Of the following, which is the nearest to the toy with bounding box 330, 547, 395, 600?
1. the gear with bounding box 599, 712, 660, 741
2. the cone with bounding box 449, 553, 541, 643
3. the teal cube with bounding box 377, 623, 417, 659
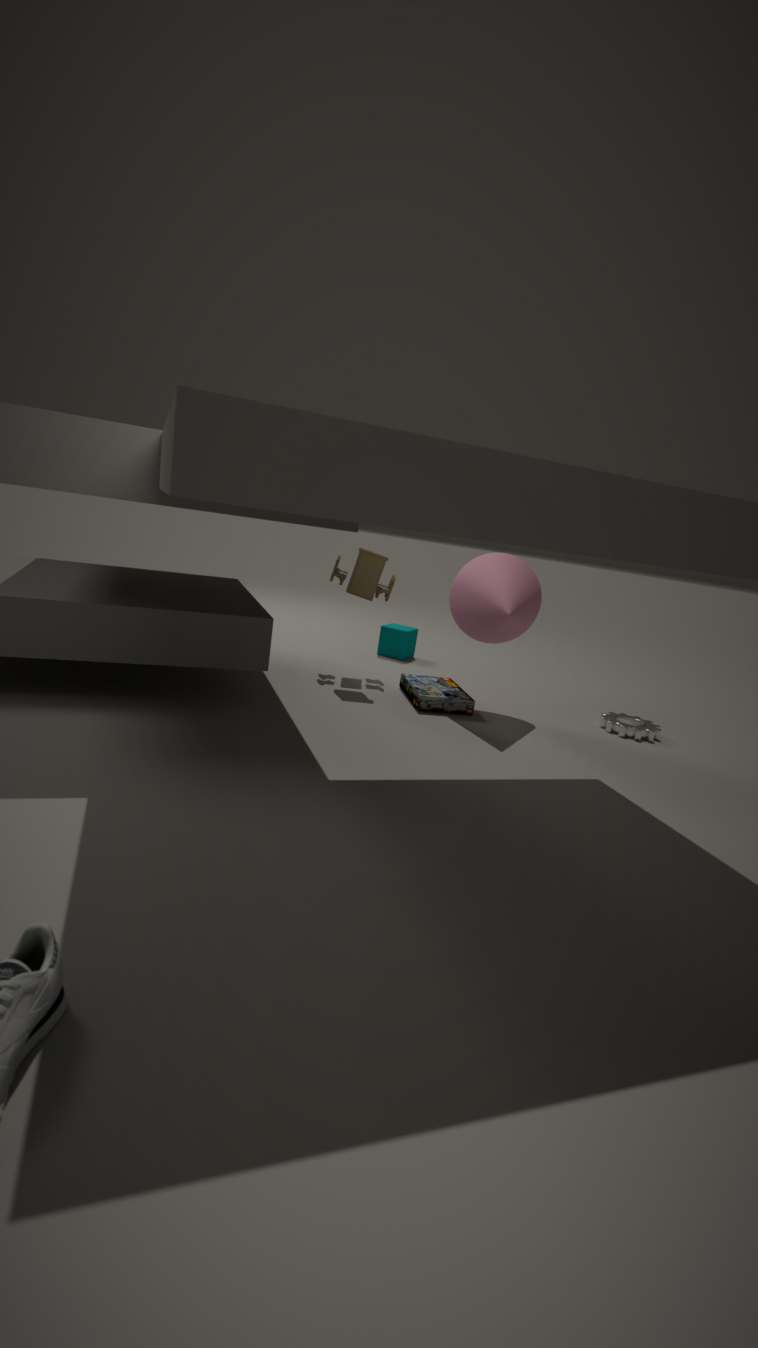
the cone with bounding box 449, 553, 541, 643
